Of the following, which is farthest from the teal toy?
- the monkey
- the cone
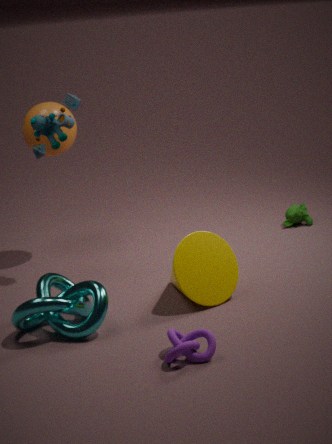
the monkey
